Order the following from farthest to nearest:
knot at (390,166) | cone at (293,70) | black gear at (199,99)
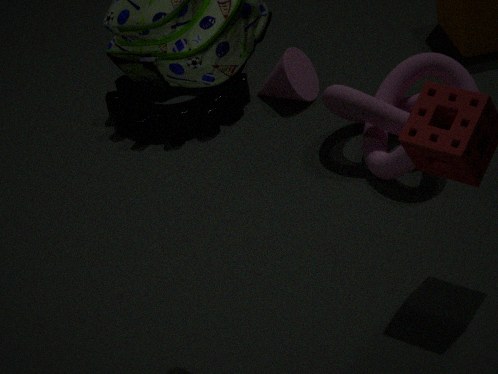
cone at (293,70) → black gear at (199,99) → knot at (390,166)
